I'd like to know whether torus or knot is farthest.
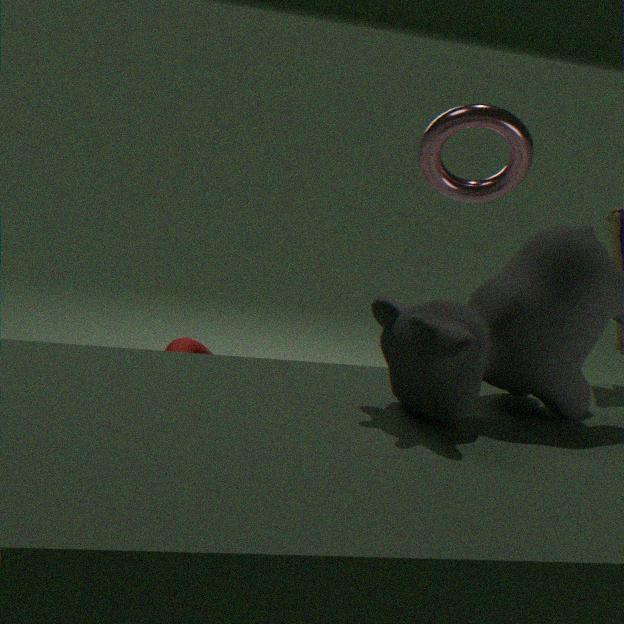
knot
